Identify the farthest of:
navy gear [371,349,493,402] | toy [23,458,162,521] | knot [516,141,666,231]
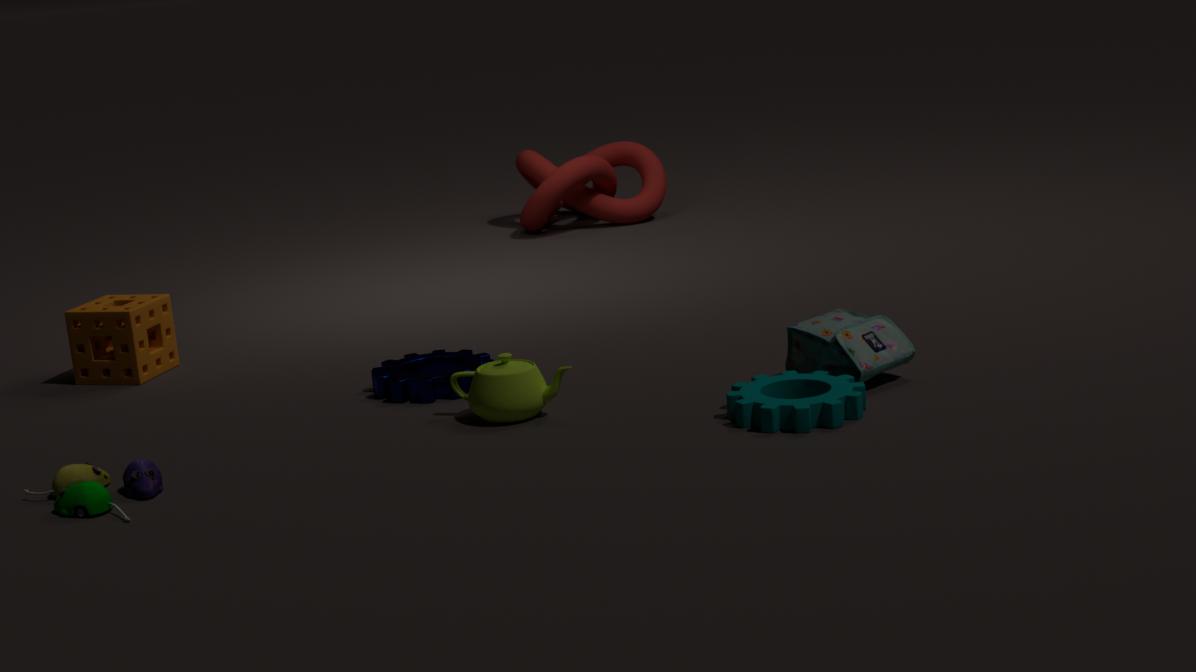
knot [516,141,666,231]
